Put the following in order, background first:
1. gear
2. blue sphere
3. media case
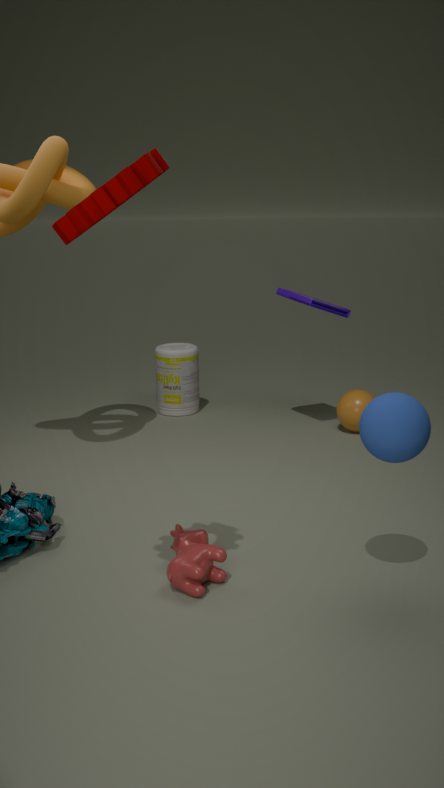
media case, blue sphere, gear
